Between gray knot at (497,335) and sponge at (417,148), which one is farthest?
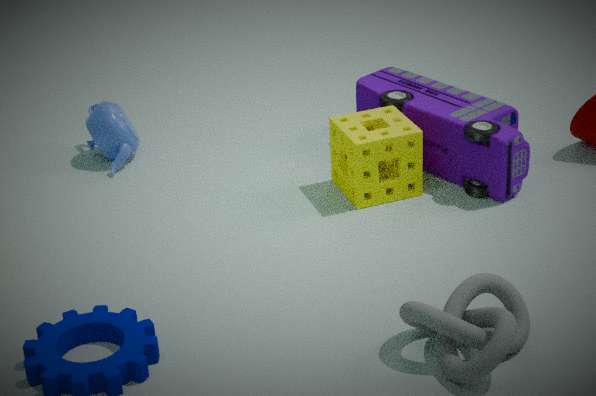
sponge at (417,148)
